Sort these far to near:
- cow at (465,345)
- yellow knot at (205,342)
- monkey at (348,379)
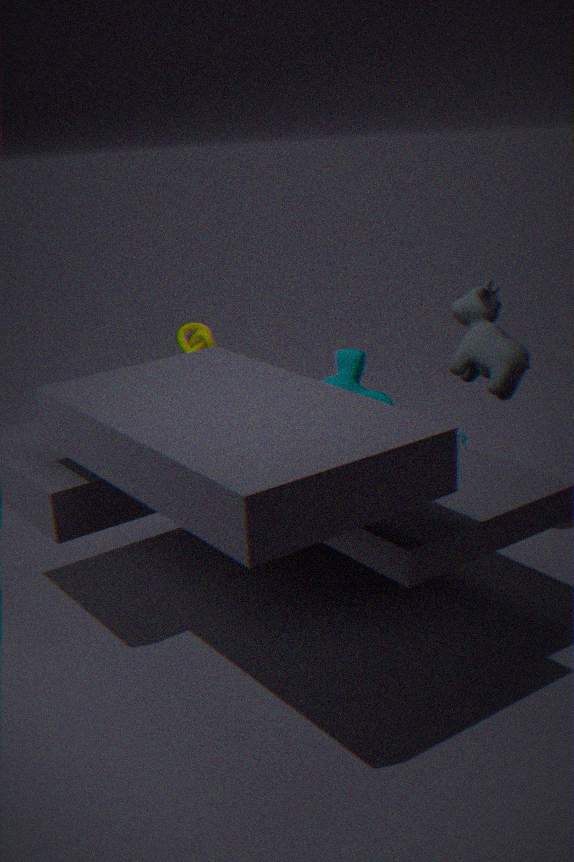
yellow knot at (205,342) < cow at (465,345) < monkey at (348,379)
